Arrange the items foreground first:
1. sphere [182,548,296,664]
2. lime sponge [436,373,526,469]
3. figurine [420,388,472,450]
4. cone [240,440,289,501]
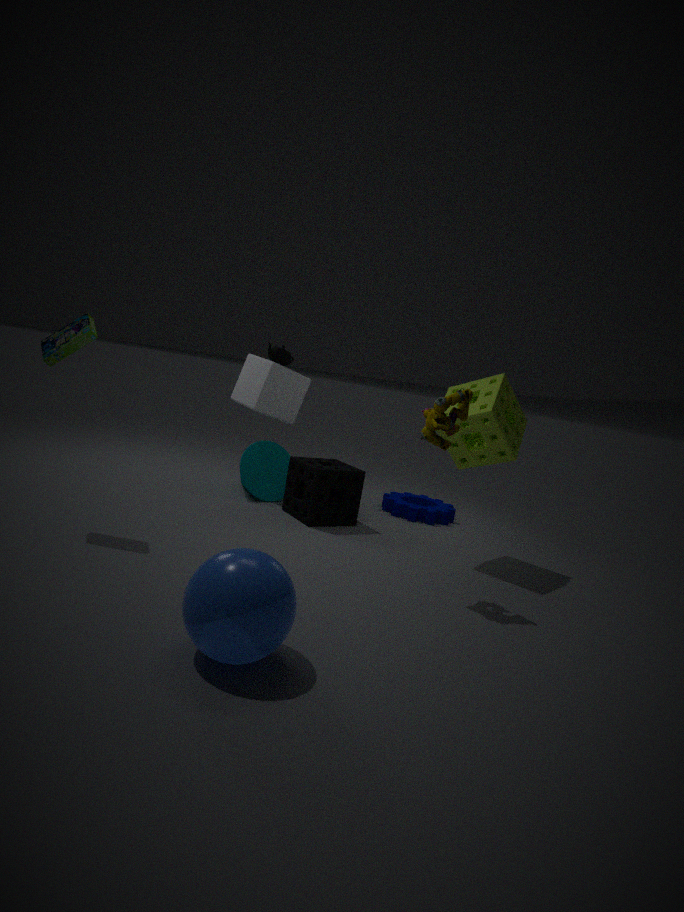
1. sphere [182,548,296,664]
2. figurine [420,388,472,450]
3. lime sponge [436,373,526,469]
4. cone [240,440,289,501]
